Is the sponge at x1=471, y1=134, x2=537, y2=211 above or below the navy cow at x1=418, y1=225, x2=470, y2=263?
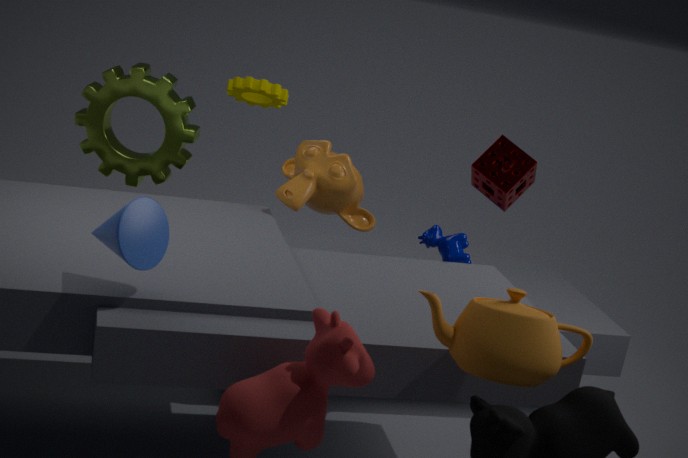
above
